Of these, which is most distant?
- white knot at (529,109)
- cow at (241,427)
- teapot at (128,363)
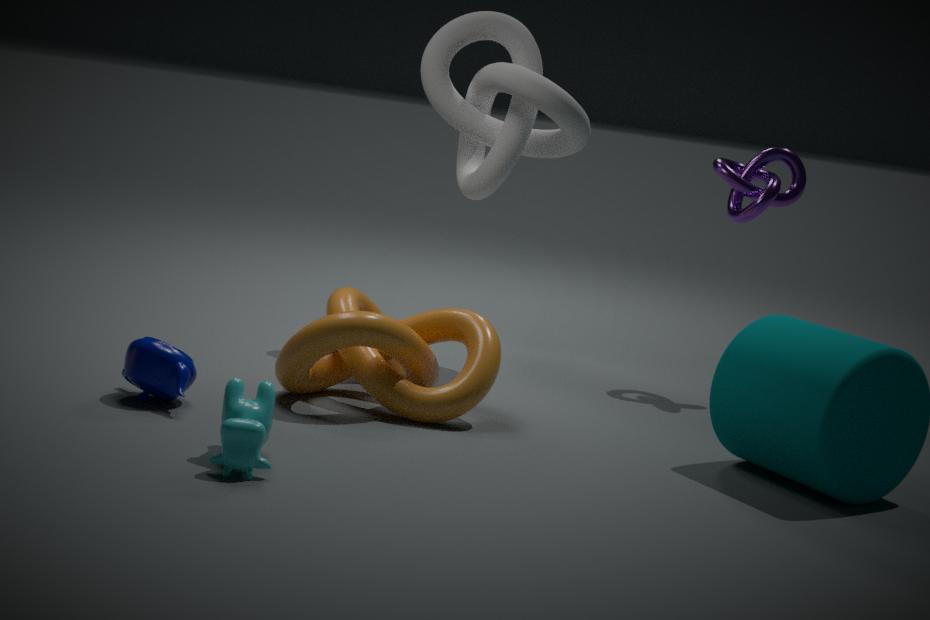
white knot at (529,109)
